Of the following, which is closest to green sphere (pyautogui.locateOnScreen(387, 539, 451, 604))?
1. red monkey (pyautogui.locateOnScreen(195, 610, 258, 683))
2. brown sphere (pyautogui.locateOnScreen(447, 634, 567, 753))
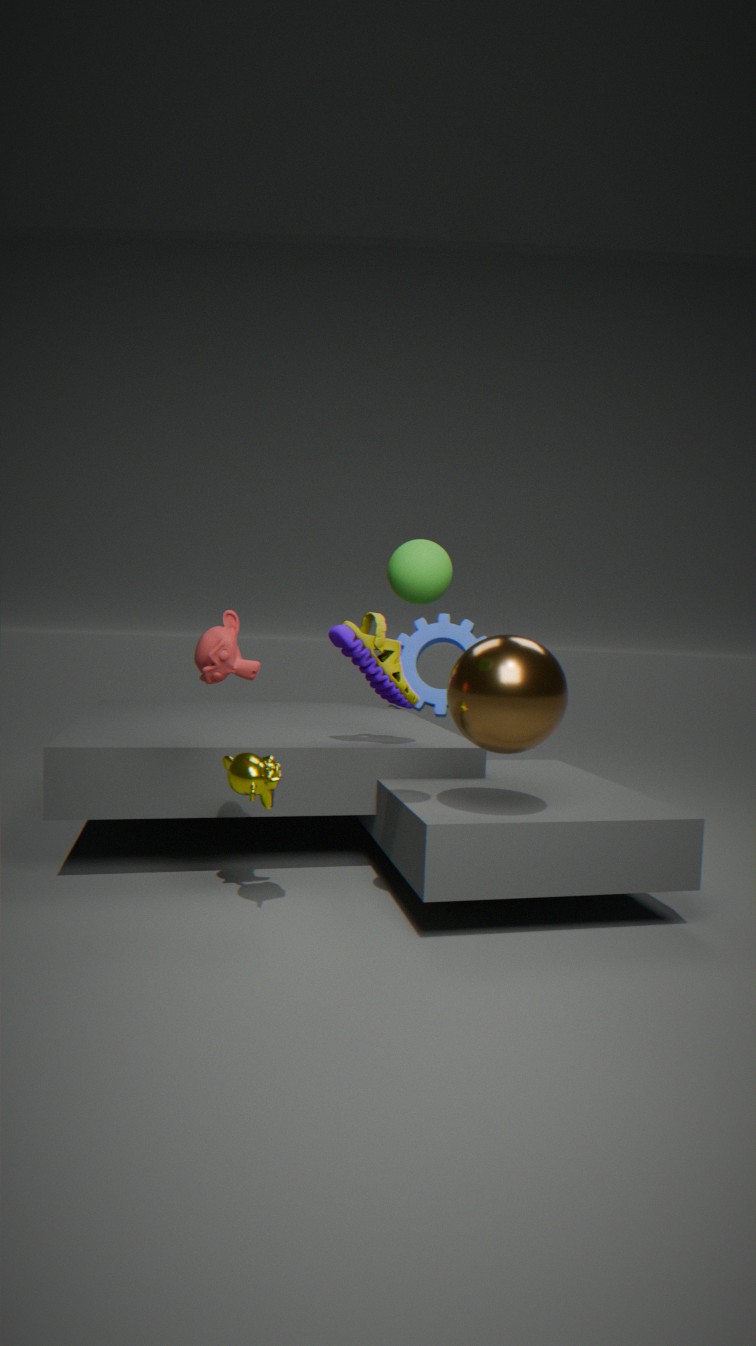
brown sphere (pyautogui.locateOnScreen(447, 634, 567, 753))
